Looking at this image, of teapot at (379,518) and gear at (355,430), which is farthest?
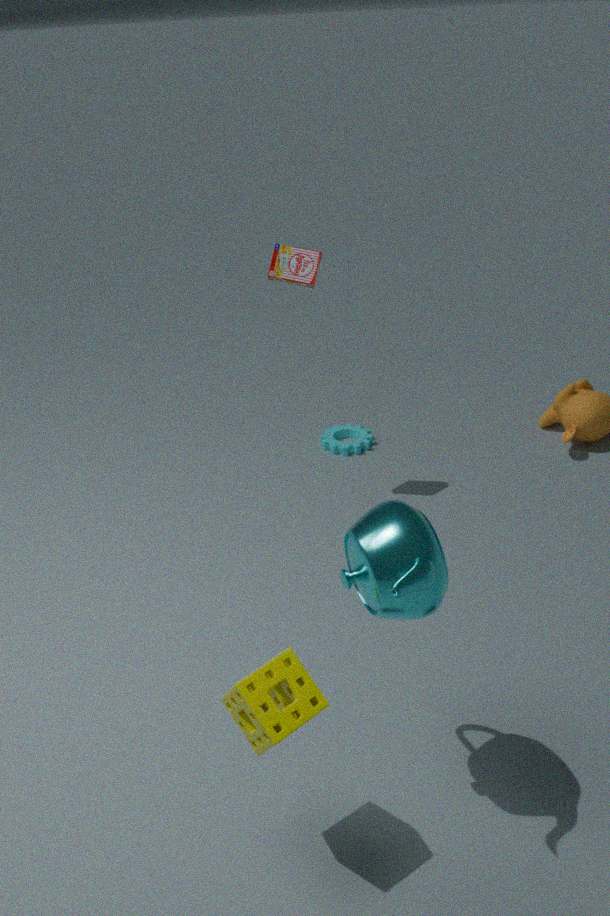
gear at (355,430)
